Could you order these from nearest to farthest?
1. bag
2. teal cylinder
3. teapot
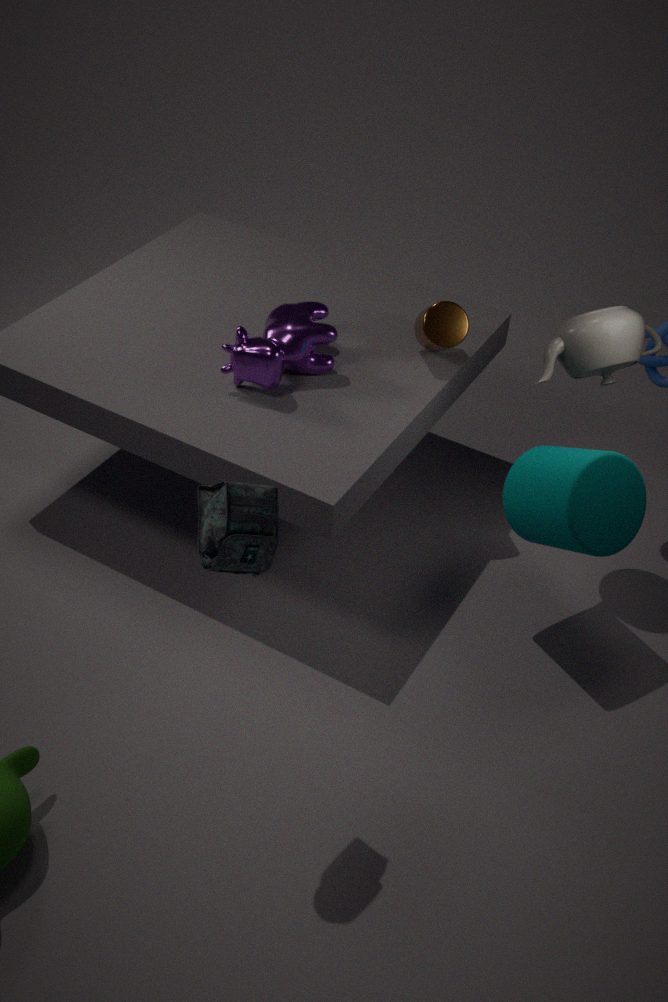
1. bag
2. teal cylinder
3. teapot
